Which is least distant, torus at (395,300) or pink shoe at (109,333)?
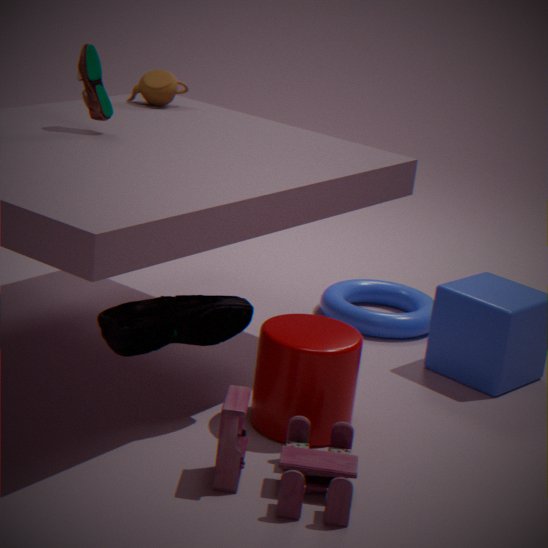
pink shoe at (109,333)
